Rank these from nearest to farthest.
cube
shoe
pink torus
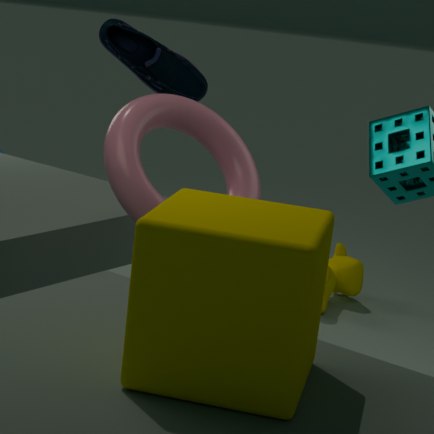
cube → pink torus → shoe
